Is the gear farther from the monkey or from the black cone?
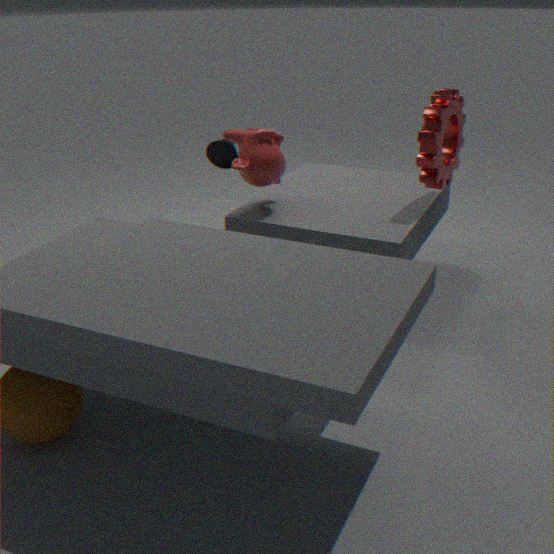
the black cone
